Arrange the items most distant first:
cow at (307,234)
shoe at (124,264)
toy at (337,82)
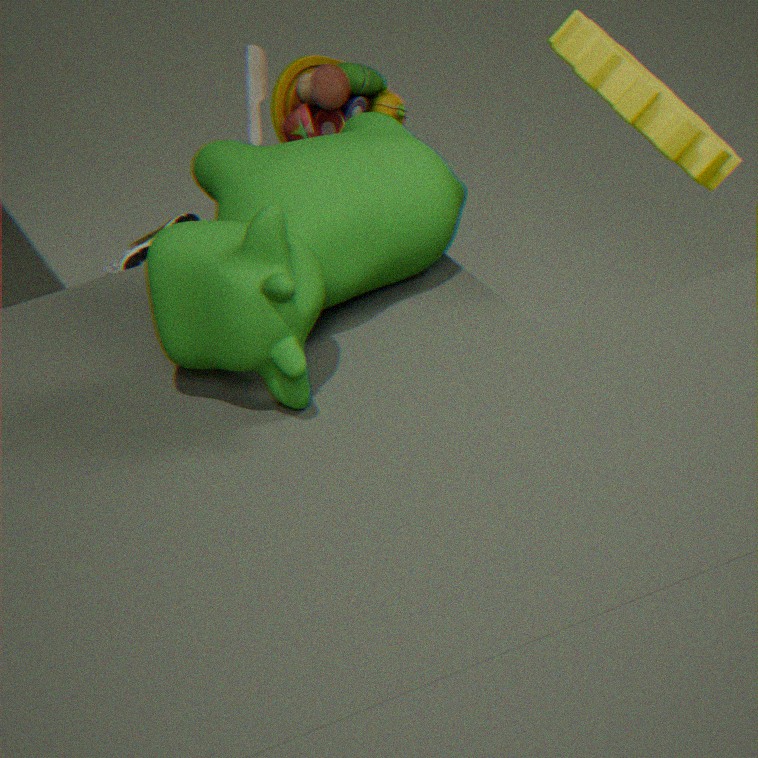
A: shoe at (124,264)
toy at (337,82)
cow at (307,234)
